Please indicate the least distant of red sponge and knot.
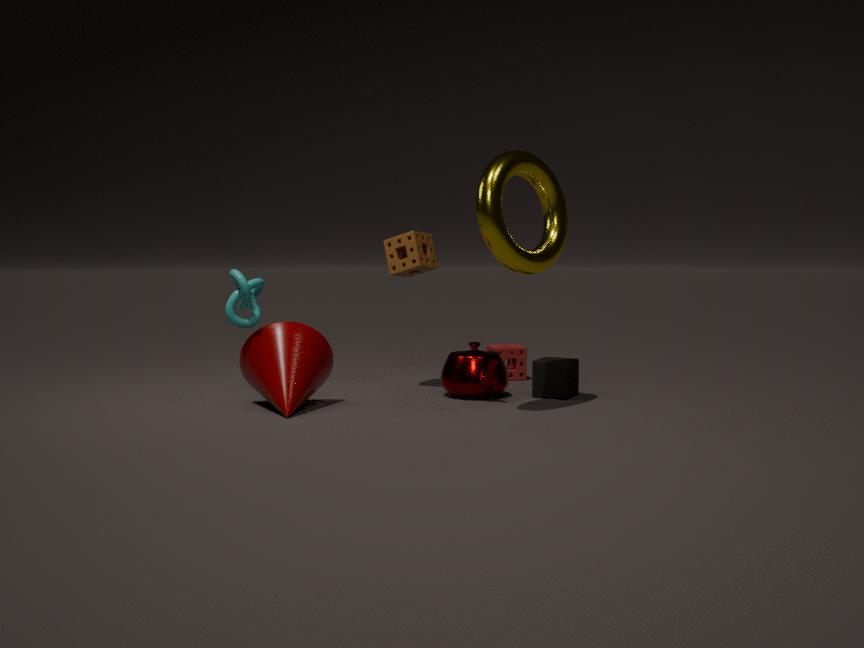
knot
